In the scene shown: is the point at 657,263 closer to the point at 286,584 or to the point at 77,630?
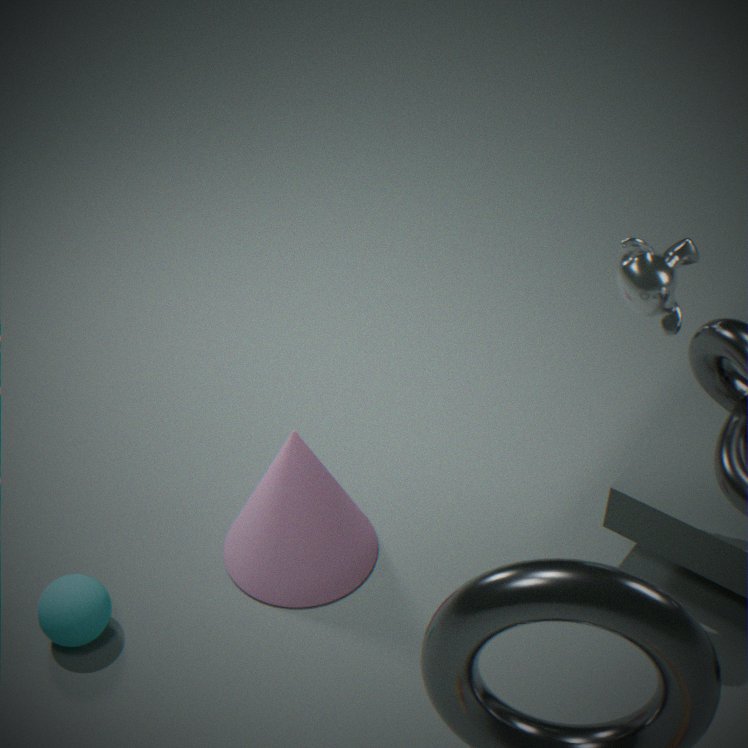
the point at 286,584
